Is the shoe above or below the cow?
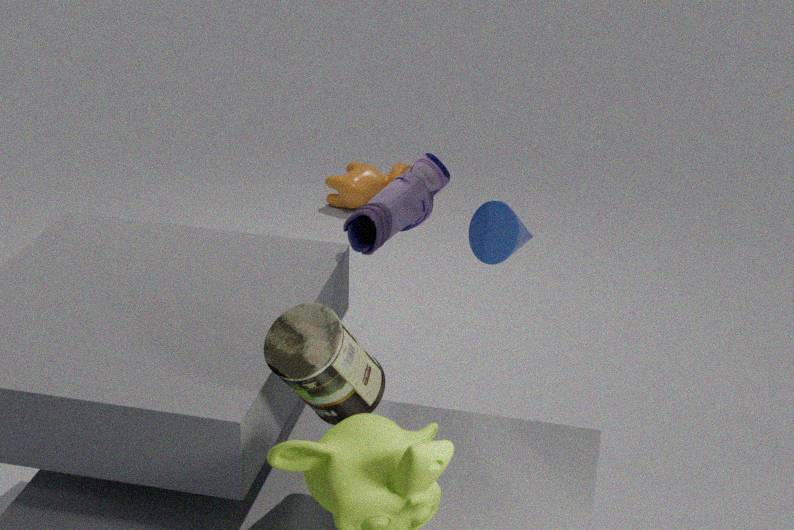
above
